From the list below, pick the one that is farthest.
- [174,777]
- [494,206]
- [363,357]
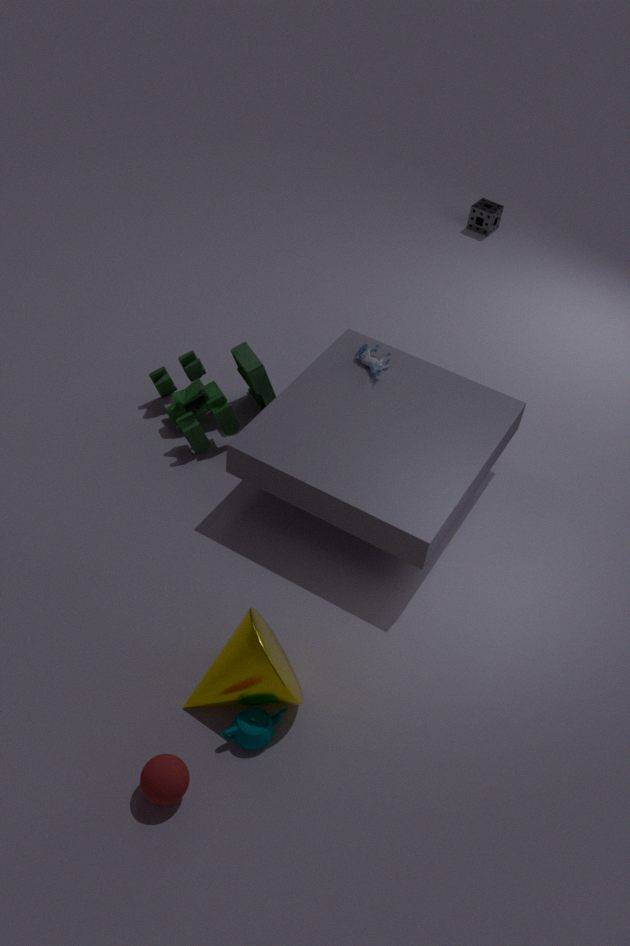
[494,206]
